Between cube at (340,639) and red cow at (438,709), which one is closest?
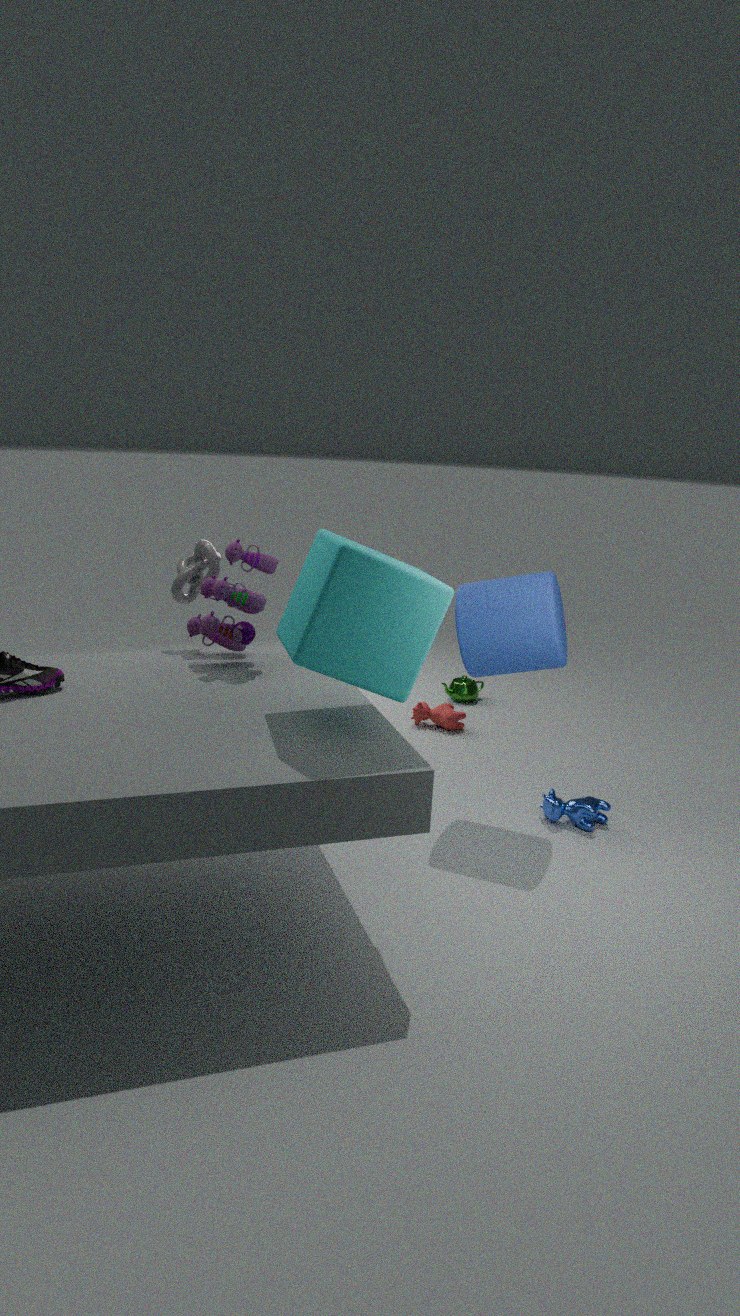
cube at (340,639)
